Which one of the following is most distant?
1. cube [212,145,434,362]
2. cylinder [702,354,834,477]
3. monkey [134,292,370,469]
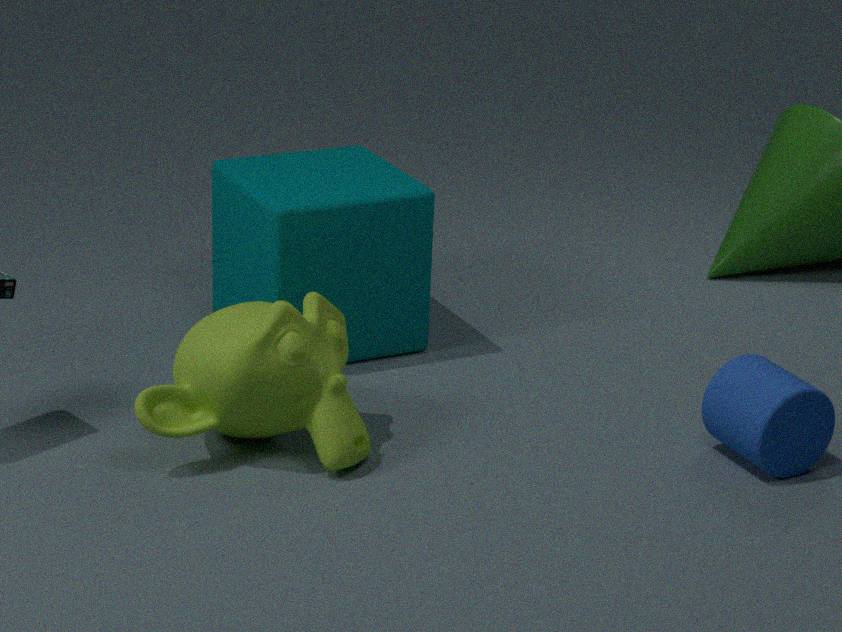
cube [212,145,434,362]
